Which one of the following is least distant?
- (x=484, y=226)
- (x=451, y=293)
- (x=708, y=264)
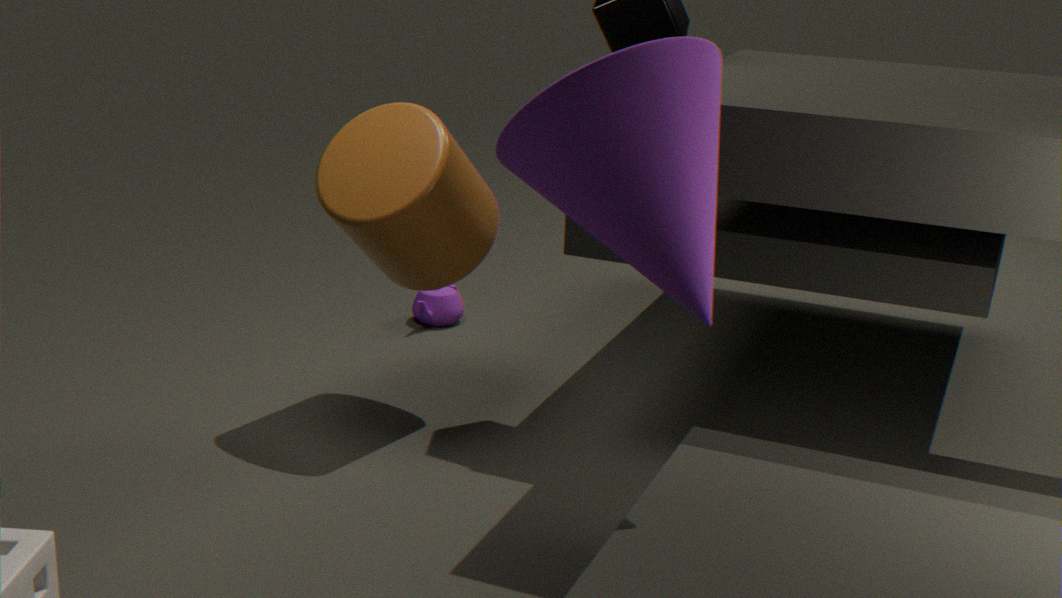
(x=708, y=264)
